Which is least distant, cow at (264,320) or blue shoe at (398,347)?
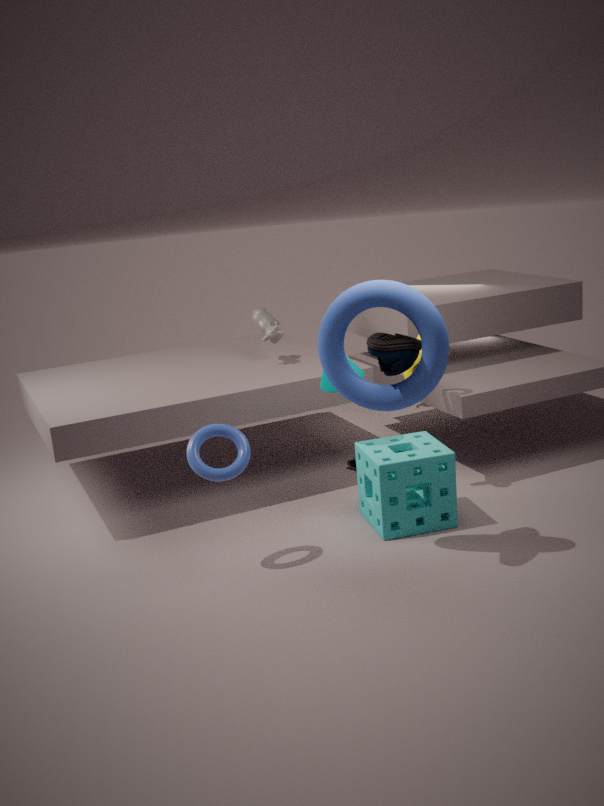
blue shoe at (398,347)
